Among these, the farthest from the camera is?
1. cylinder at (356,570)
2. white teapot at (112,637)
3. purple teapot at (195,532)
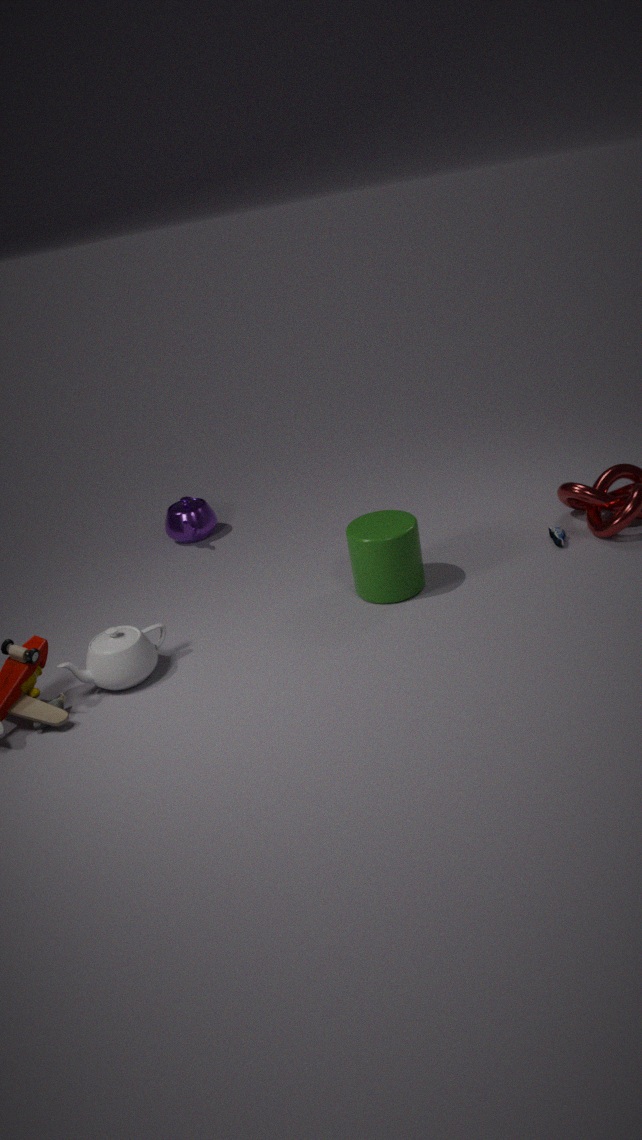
purple teapot at (195,532)
